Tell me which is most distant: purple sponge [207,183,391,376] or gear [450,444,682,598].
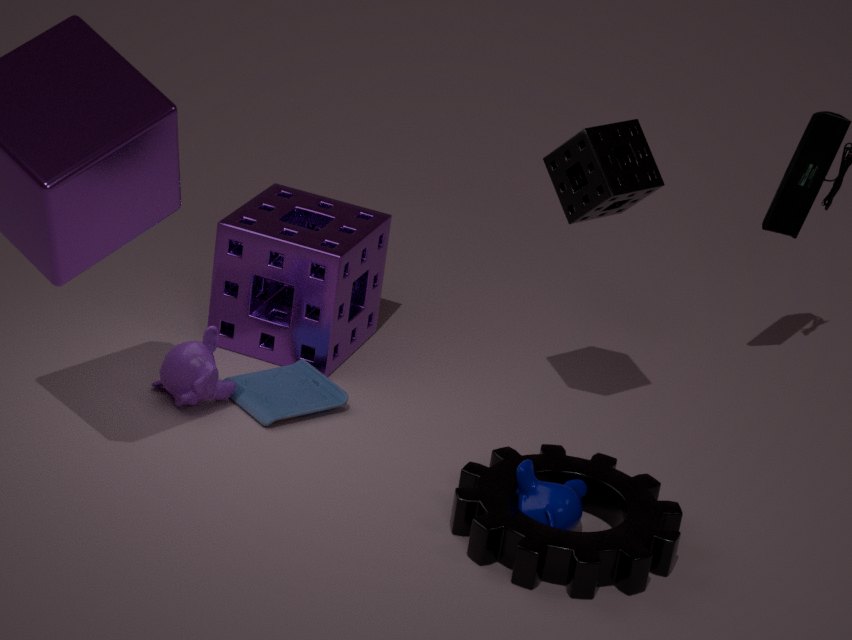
purple sponge [207,183,391,376]
